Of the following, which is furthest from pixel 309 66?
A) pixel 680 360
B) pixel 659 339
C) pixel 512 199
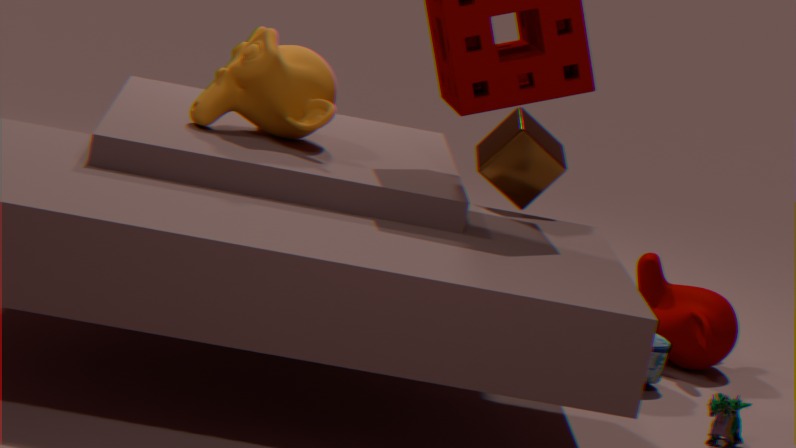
pixel 680 360
